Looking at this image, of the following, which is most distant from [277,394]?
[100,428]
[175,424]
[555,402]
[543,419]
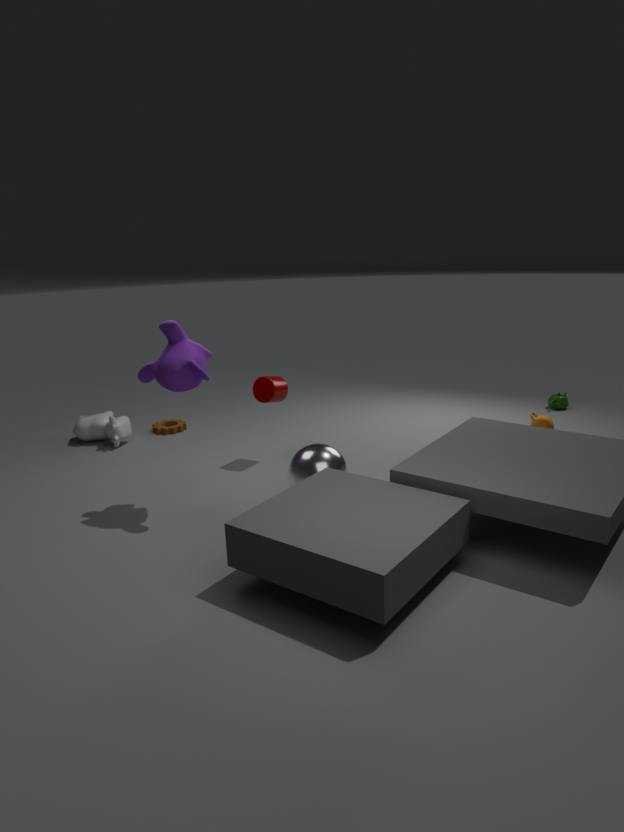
[555,402]
